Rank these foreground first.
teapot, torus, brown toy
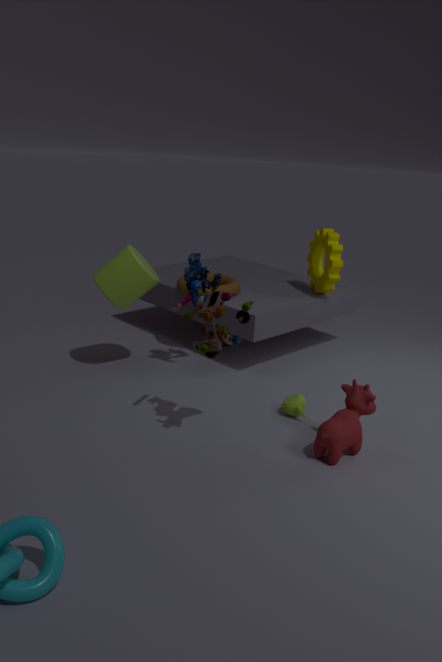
brown toy < teapot < torus
